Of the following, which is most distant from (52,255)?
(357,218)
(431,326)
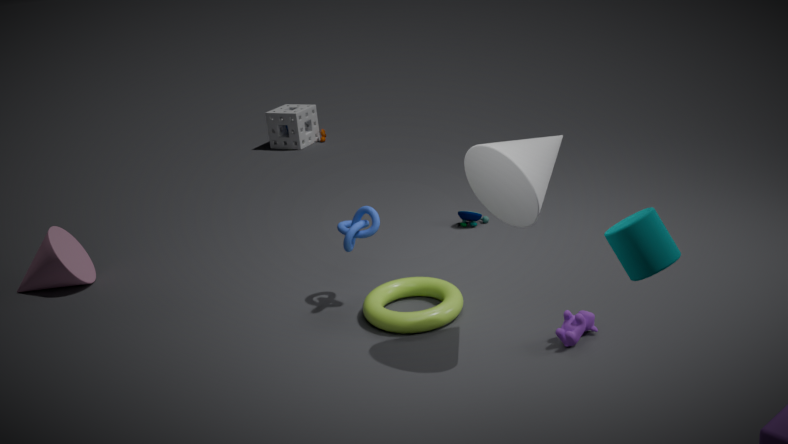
(431,326)
